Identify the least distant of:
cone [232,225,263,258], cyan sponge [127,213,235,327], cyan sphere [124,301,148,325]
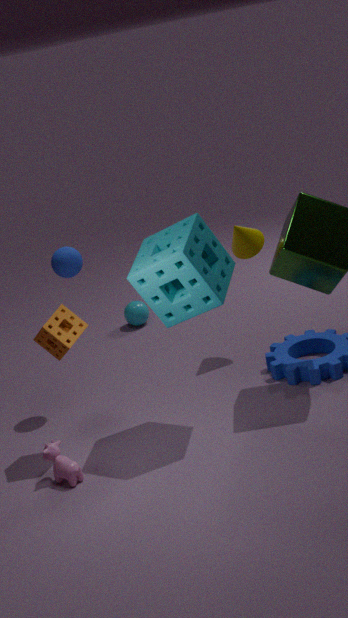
cyan sponge [127,213,235,327]
